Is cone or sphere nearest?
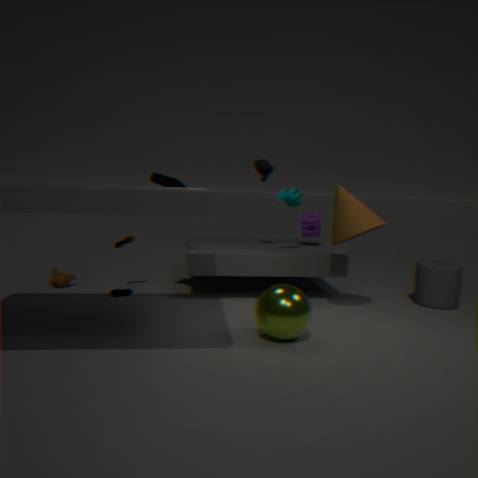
sphere
